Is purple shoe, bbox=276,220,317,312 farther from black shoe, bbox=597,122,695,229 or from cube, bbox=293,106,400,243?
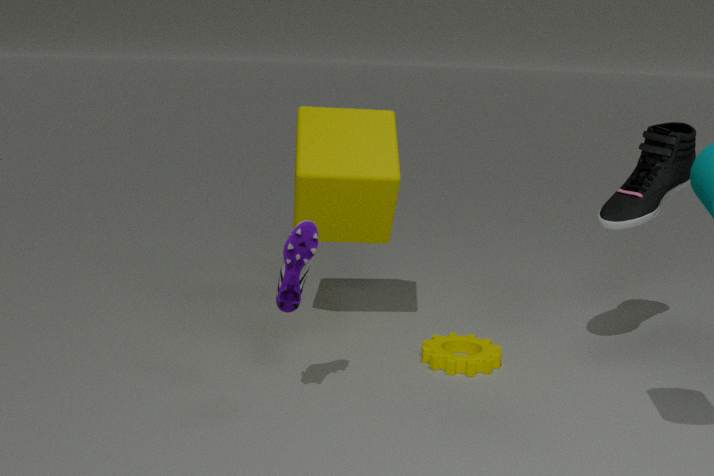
black shoe, bbox=597,122,695,229
